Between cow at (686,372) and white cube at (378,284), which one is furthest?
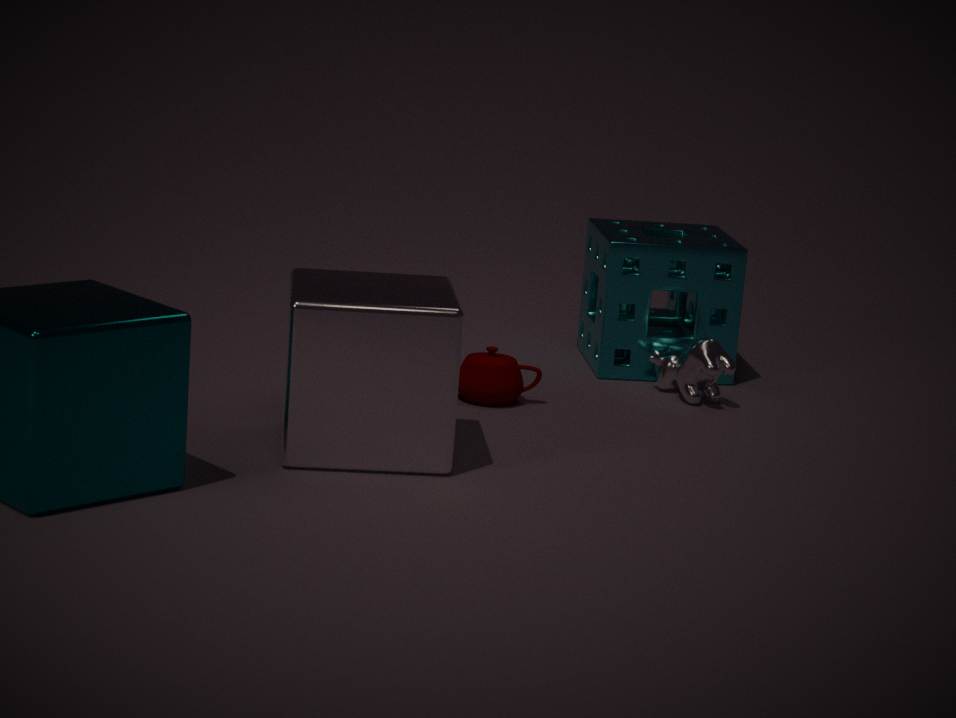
cow at (686,372)
